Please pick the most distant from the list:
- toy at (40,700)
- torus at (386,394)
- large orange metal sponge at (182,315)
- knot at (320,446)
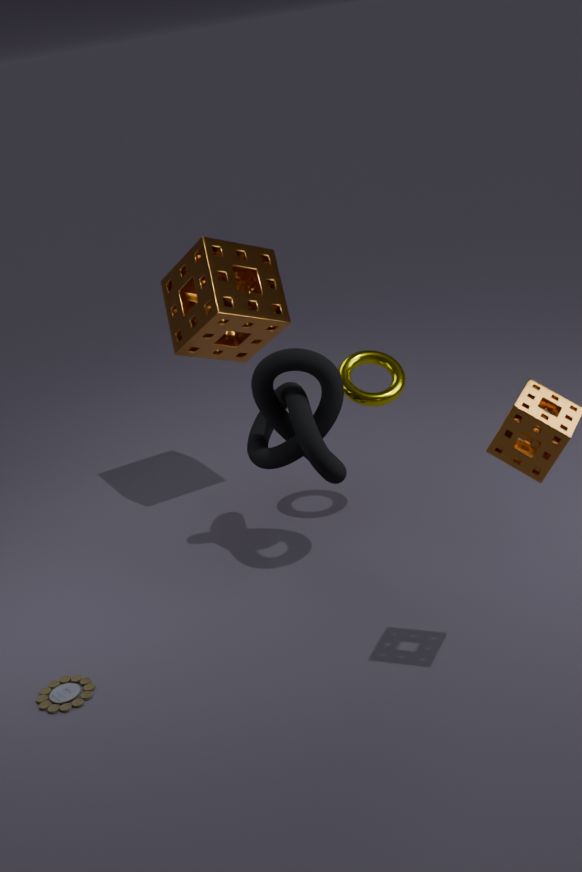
large orange metal sponge at (182,315)
